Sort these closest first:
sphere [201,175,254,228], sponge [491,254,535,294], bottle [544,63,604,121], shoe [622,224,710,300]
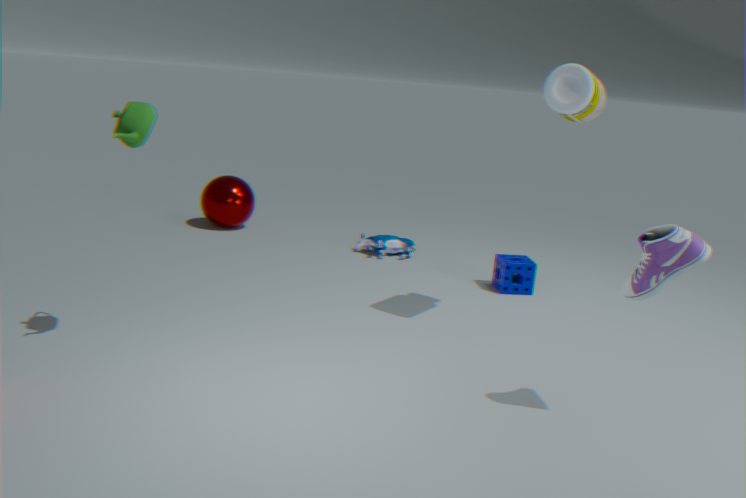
shoe [622,224,710,300] → bottle [544,63,604,121] → sponge [491,254,535,294] → sphere [201,175,254,228]
